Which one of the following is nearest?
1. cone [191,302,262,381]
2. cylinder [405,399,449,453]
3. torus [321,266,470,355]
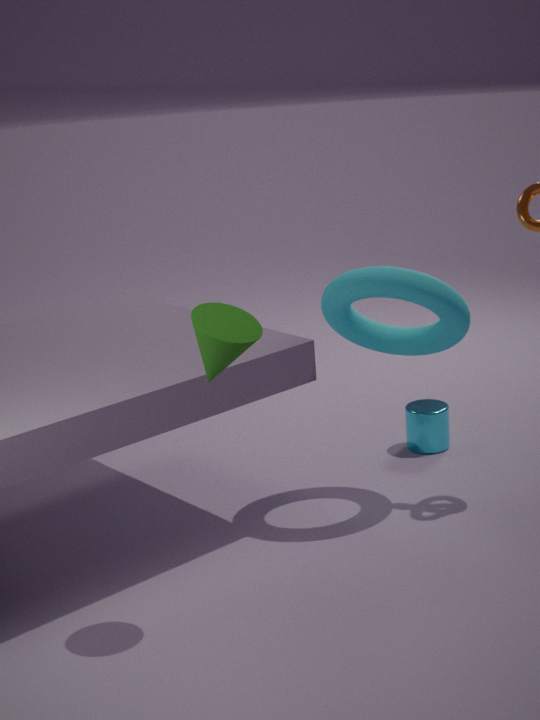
cone [191,302,262,381]
